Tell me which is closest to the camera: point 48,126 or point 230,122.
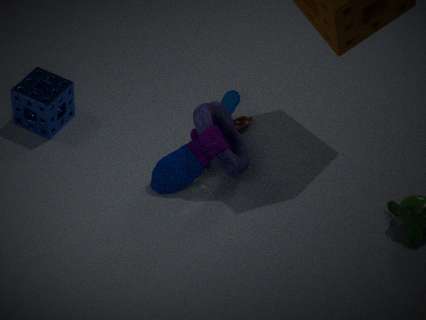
point 48,126
